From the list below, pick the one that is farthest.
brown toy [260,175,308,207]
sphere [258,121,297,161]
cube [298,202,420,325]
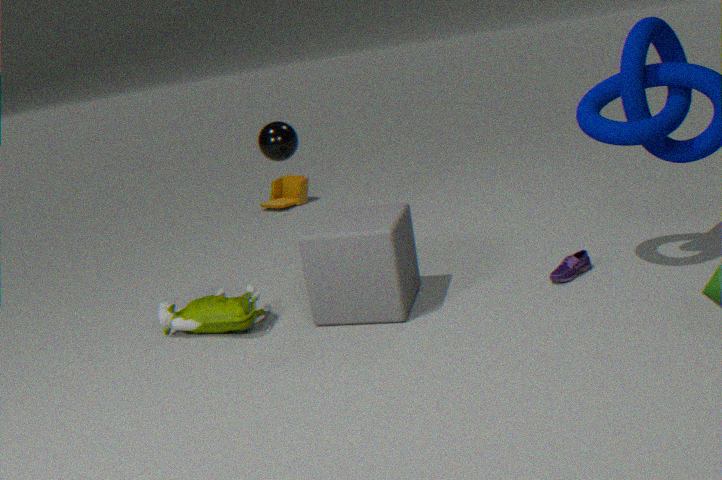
brown toy [260,175,308,207]
